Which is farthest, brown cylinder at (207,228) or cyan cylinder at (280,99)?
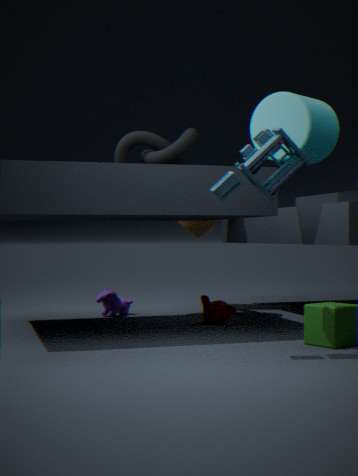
brown cylinder at (207,228)
